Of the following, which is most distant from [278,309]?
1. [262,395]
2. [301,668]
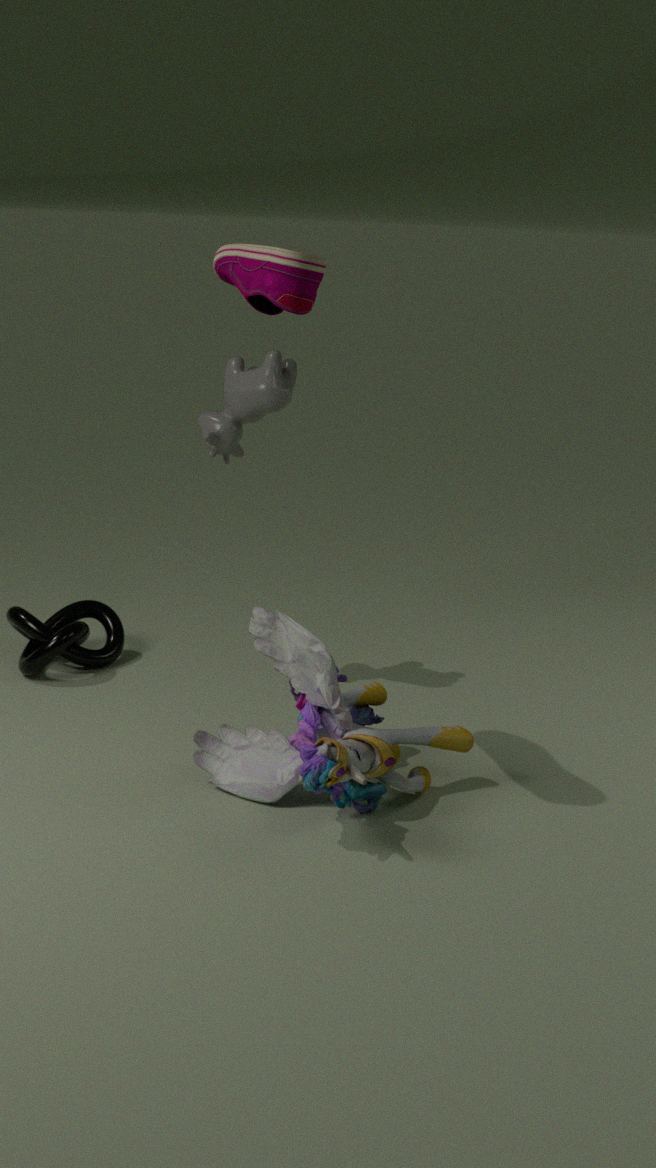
[301,668]
